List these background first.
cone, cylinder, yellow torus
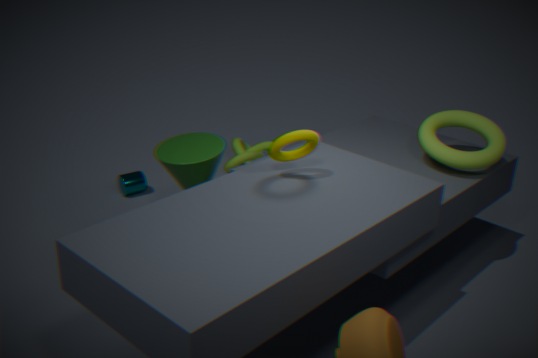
cylinder, cone, yellow torus
